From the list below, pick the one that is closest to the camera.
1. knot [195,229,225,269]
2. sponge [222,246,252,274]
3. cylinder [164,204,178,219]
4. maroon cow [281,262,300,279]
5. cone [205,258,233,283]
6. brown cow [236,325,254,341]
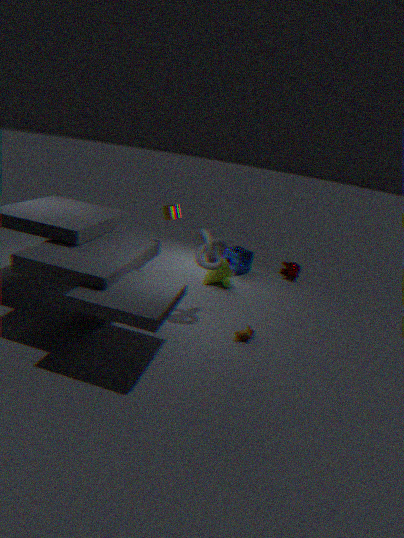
brown cow [236,325,254,341]
